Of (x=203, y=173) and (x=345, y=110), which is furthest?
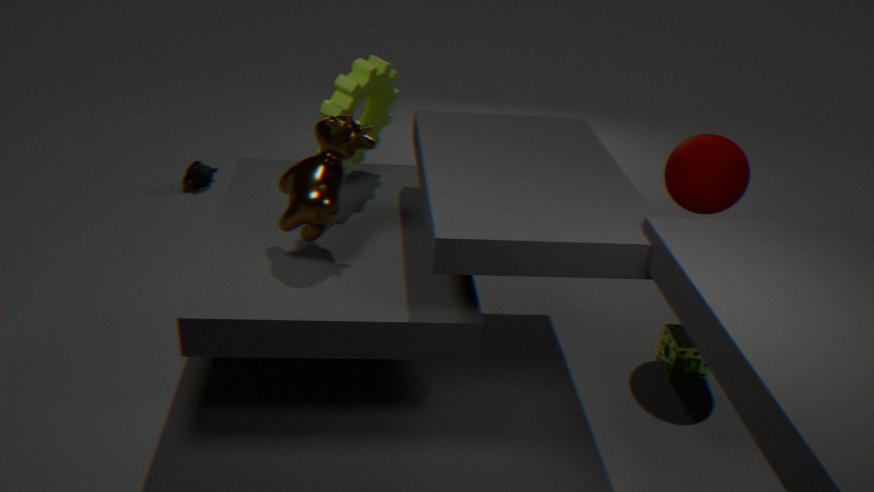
(x=203, y=173)
